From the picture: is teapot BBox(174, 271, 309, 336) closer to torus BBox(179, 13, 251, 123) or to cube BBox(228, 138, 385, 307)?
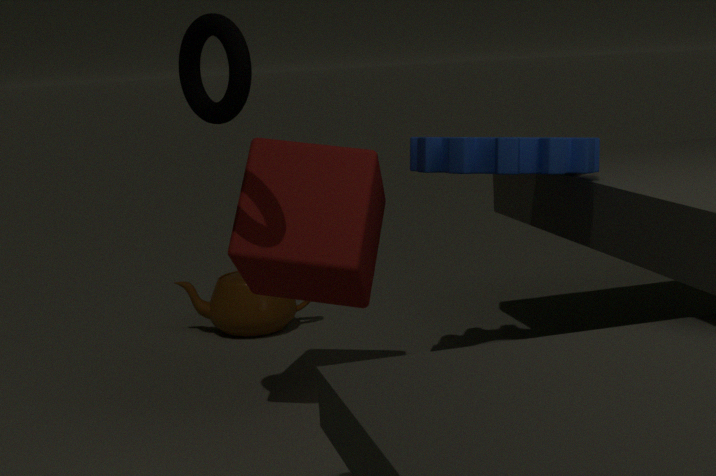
cube BBox(228, 138, 385, 307)
